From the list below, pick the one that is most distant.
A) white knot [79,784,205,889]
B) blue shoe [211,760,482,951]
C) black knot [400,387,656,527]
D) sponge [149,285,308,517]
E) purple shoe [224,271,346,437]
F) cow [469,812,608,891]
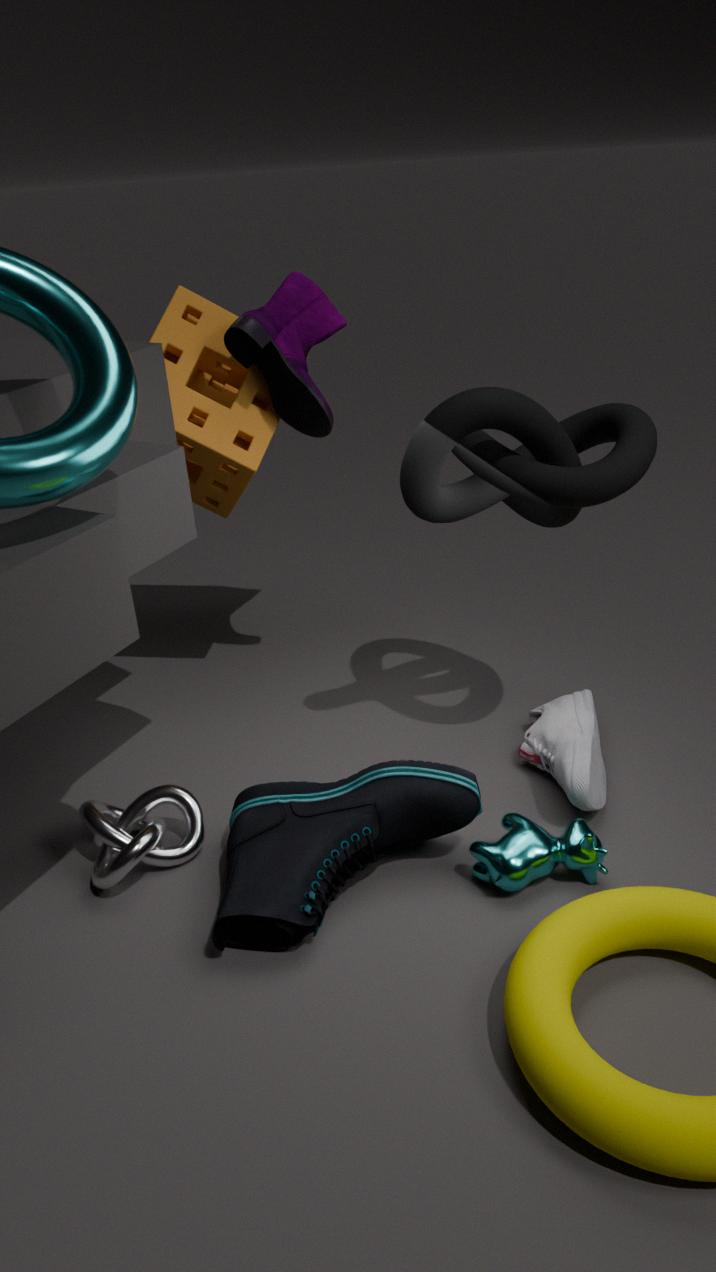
sponge [149,285,308,517]
